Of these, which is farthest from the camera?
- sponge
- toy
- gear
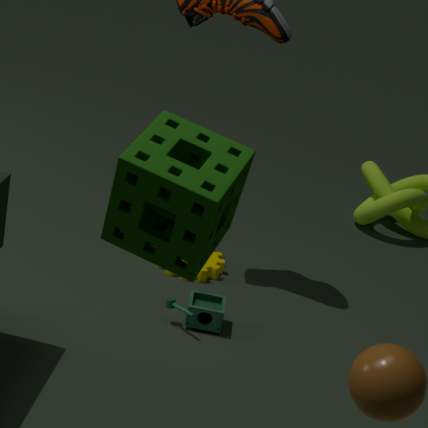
gear
